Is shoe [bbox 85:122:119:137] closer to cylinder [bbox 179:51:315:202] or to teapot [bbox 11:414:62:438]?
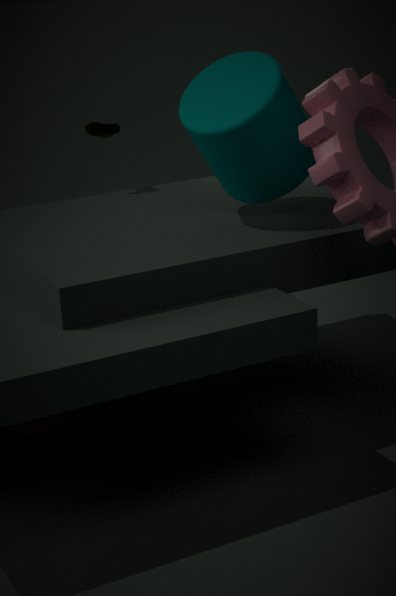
cylinder [bbox 179:51:315:202]
